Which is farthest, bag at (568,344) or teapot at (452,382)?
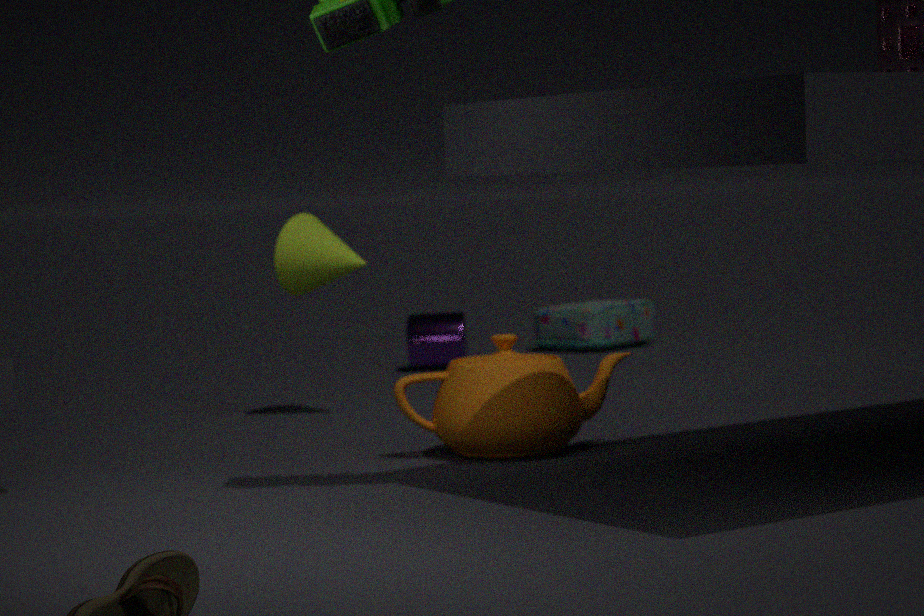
bag at (568,344)
